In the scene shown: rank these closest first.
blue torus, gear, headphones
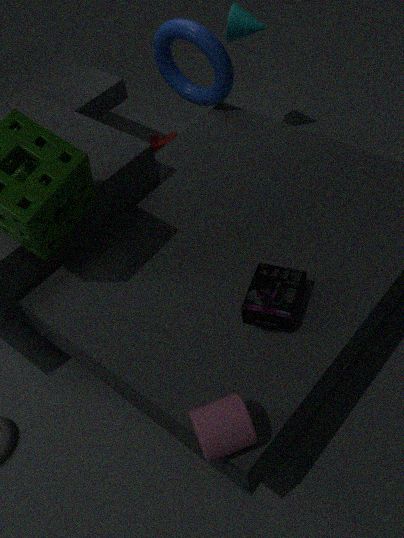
headphones, blue torus, gear
